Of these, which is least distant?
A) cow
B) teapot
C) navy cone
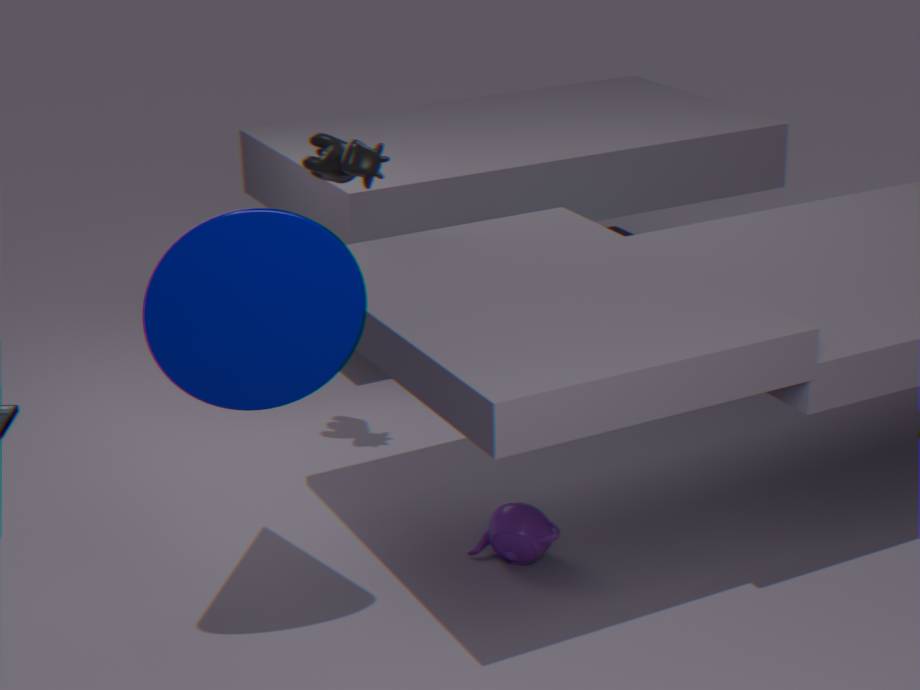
navy cone
